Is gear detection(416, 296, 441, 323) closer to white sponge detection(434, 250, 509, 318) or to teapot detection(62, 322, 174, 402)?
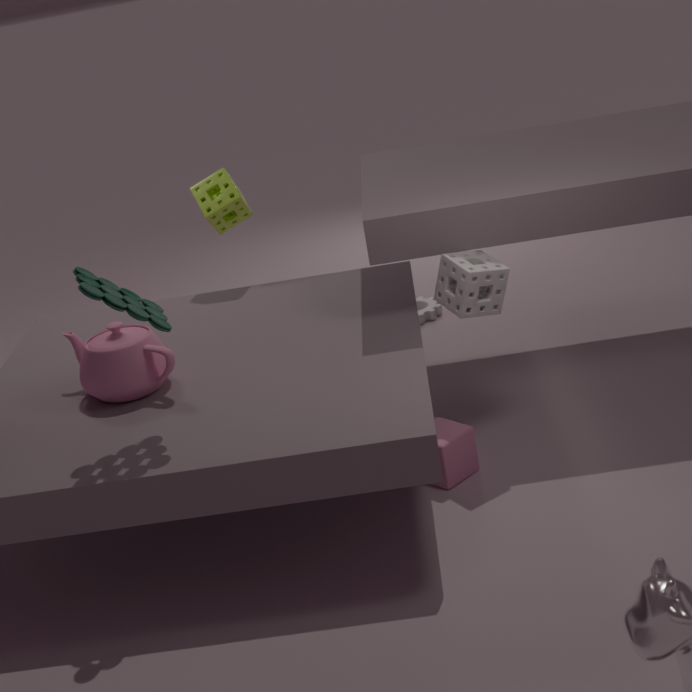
white sponge detection(434, 250, 509, 318)
